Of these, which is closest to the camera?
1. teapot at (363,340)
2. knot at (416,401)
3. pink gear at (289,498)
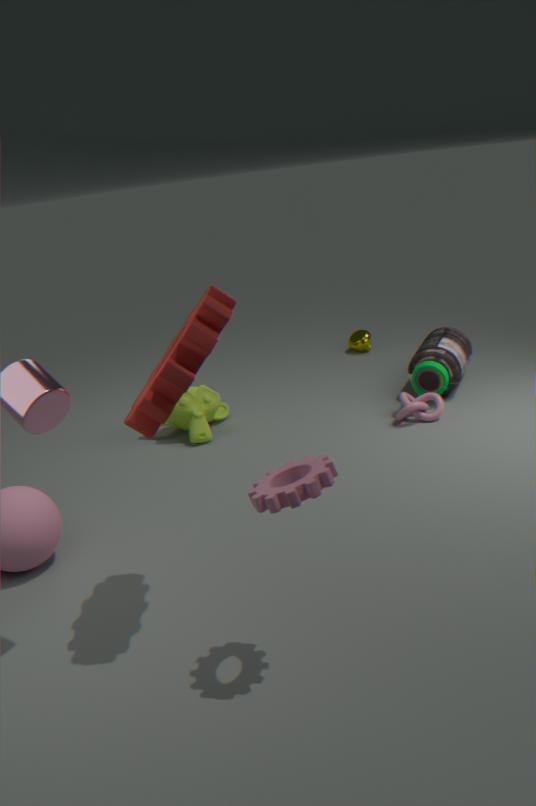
pink gear at (289,498)
